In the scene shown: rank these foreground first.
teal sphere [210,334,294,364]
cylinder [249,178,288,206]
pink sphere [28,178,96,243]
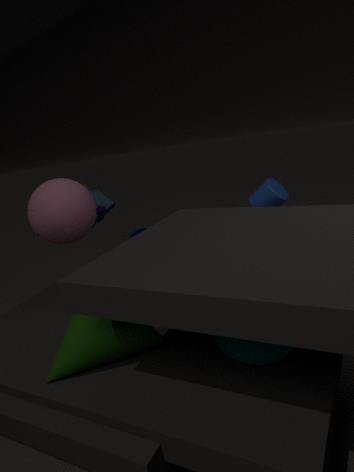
teal sphere [210,334,294,364], pink sphere [28,178,96,243], cylinder [249,178,288,206]
